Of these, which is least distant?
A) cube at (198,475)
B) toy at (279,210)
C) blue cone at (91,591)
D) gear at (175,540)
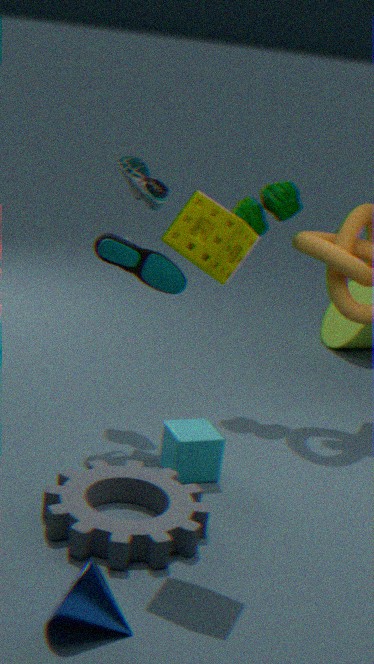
blue cone at (91,591)
